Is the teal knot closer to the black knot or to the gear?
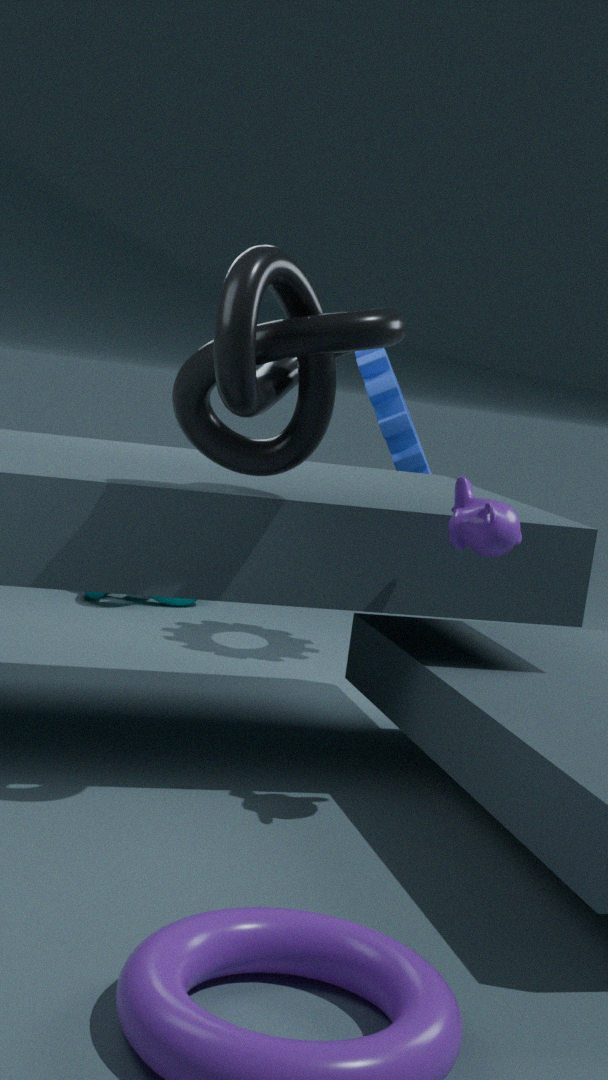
the gear
